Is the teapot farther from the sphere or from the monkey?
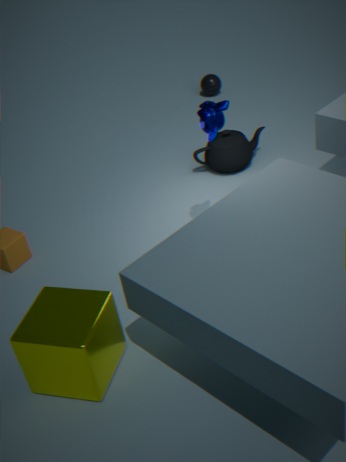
the sphere
